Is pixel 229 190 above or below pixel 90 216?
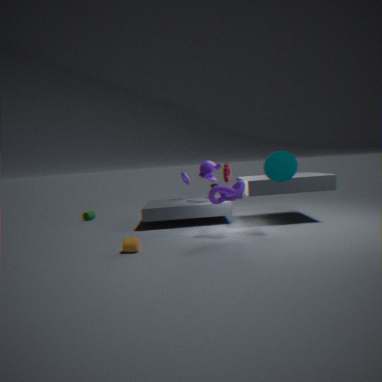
above
